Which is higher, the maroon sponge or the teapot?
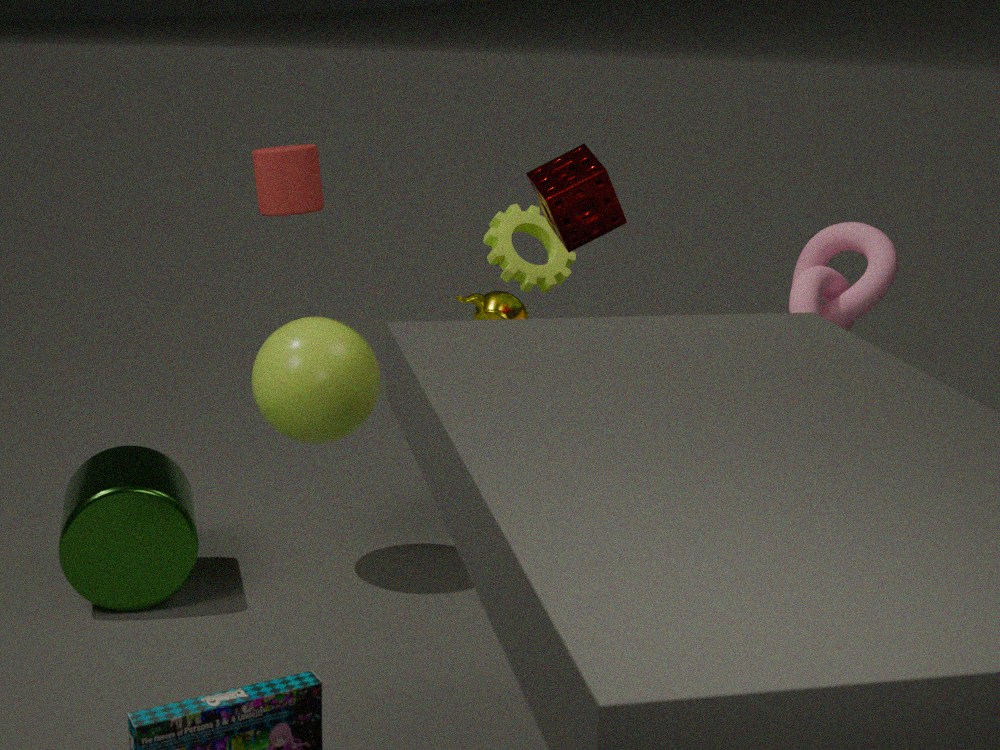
the maroon sponge
